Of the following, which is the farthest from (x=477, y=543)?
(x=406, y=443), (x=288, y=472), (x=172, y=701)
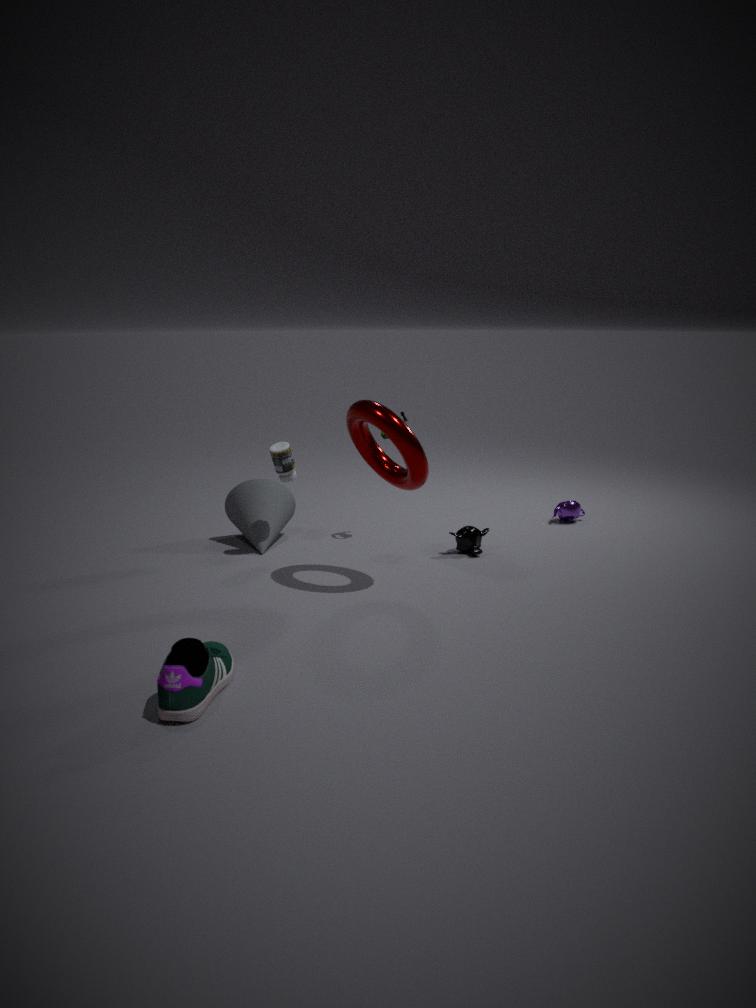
(x=172, y=701)
